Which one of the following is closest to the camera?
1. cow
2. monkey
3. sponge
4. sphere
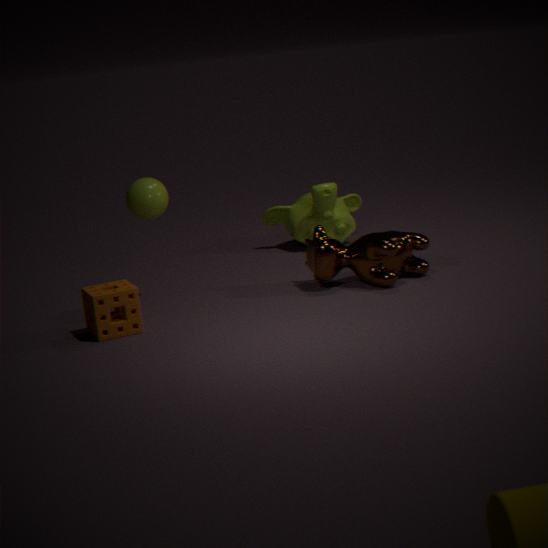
sponge
